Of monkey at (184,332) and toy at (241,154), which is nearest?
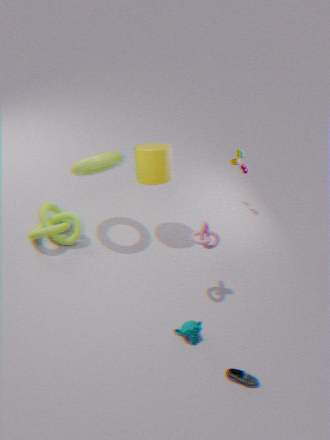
monkey at (184,332)
